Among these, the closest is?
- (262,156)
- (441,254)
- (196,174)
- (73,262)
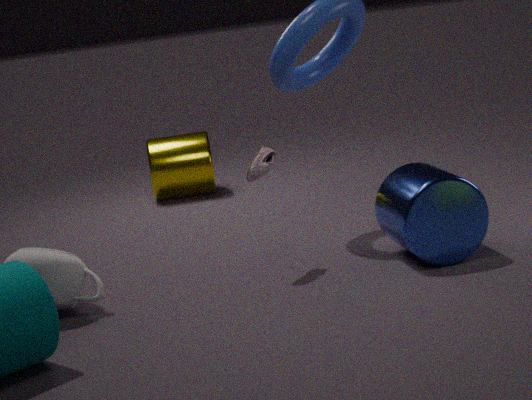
(73,262)
